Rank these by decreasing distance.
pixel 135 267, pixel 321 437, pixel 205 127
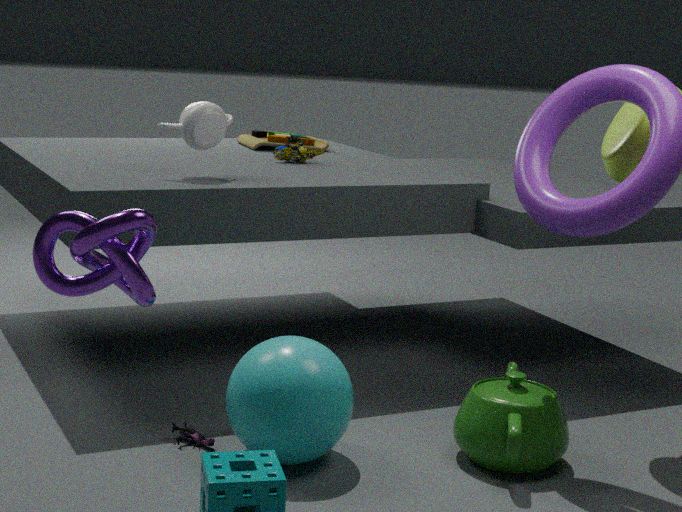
pixel 205 127 < pixel 321 437 < pixel 135 267
